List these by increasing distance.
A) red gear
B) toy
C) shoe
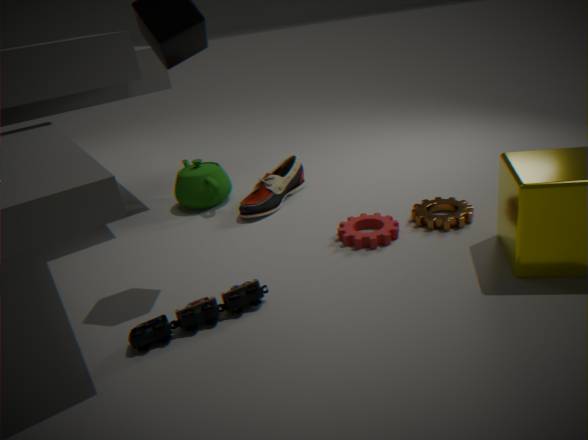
1. toy
2. red gear
3. shoe
